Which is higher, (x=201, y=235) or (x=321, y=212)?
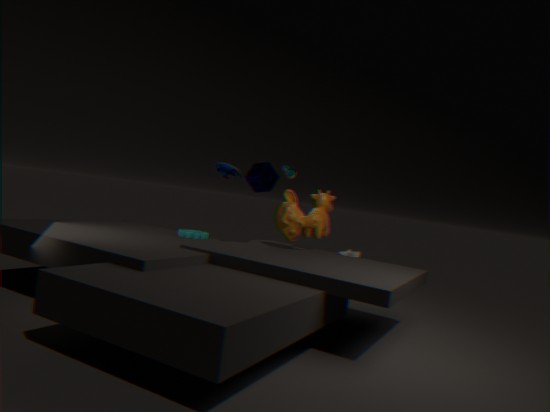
(x=321, y=212)
